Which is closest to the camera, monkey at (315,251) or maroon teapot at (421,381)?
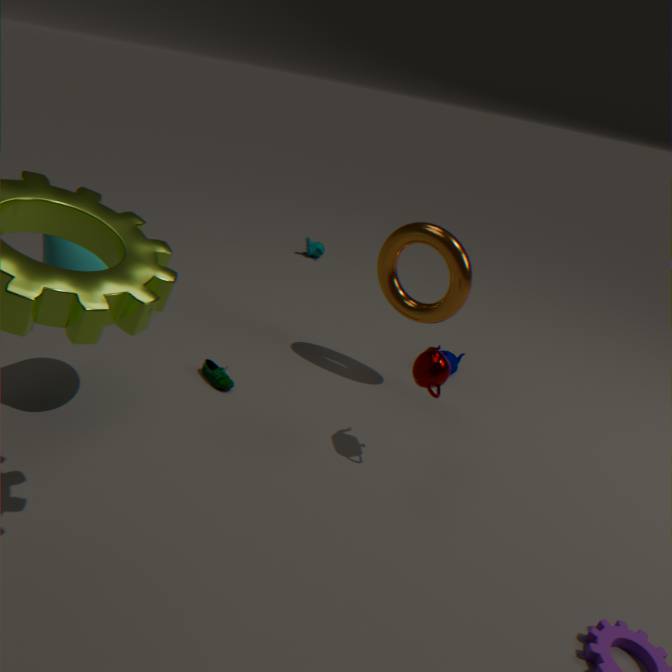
maroon teapot at (421,381)
